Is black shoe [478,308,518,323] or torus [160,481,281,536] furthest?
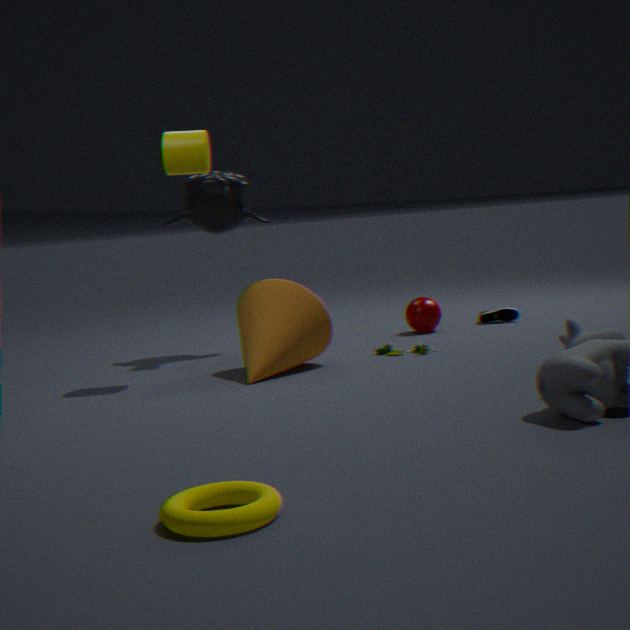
black shoe [478,308,518,323]
